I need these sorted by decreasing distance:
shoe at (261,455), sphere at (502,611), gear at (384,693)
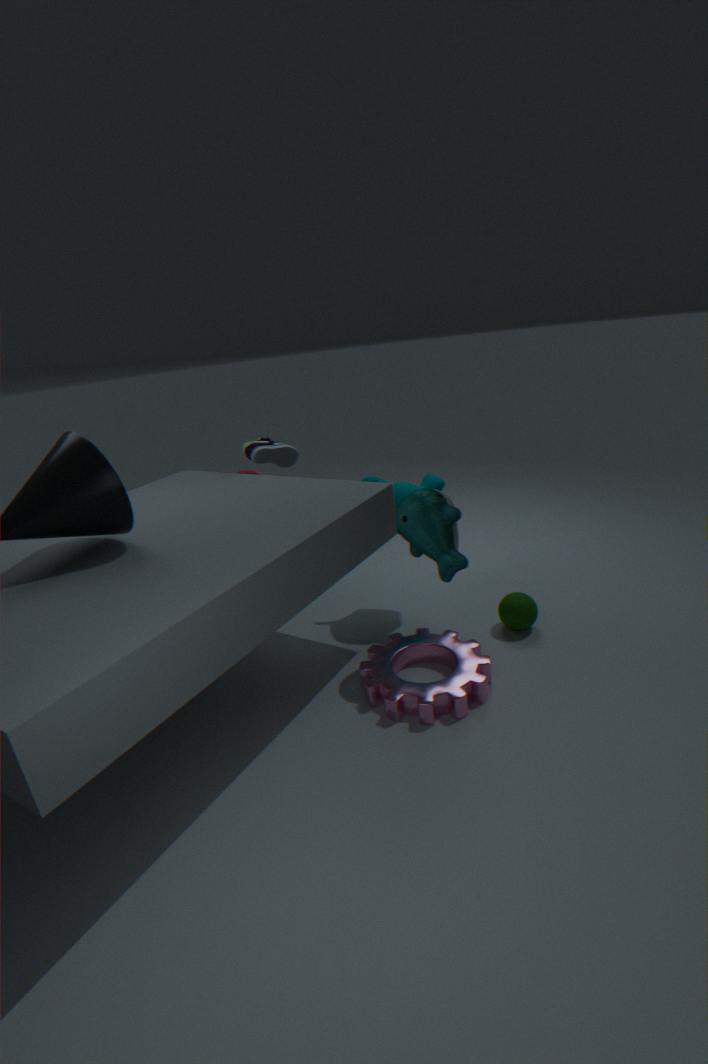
shoe at (261,455)
sphere at (502,611)
gear at (384,693)
